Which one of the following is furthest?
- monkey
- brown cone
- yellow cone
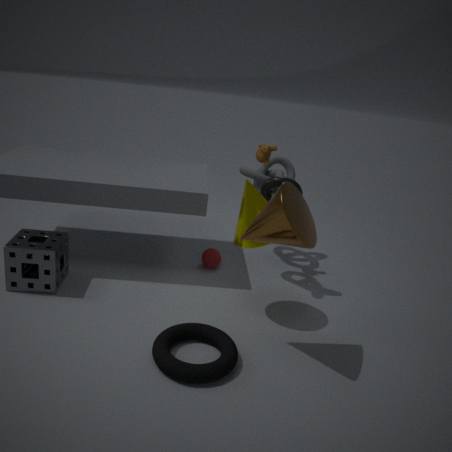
monkey
